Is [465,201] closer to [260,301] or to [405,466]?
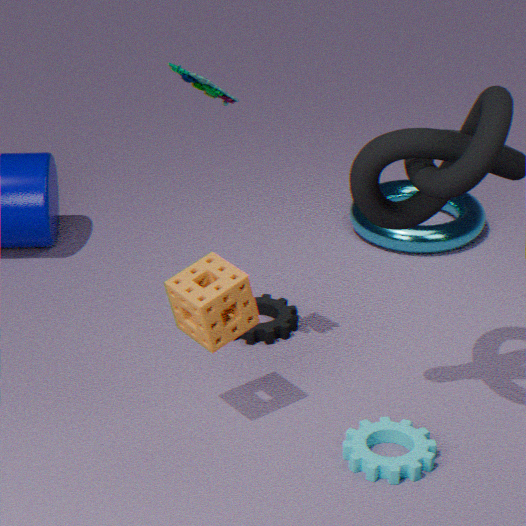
[260,301]
